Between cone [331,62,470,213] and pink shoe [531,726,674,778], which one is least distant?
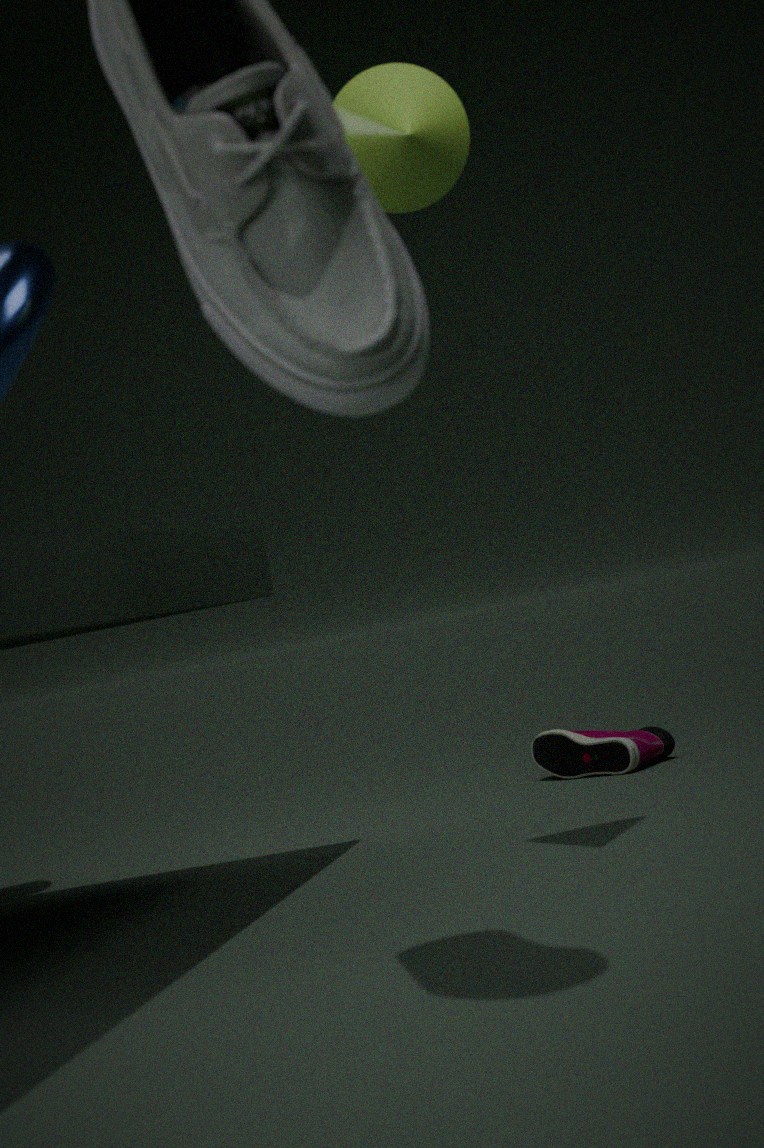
cone [331,62,470,213]
